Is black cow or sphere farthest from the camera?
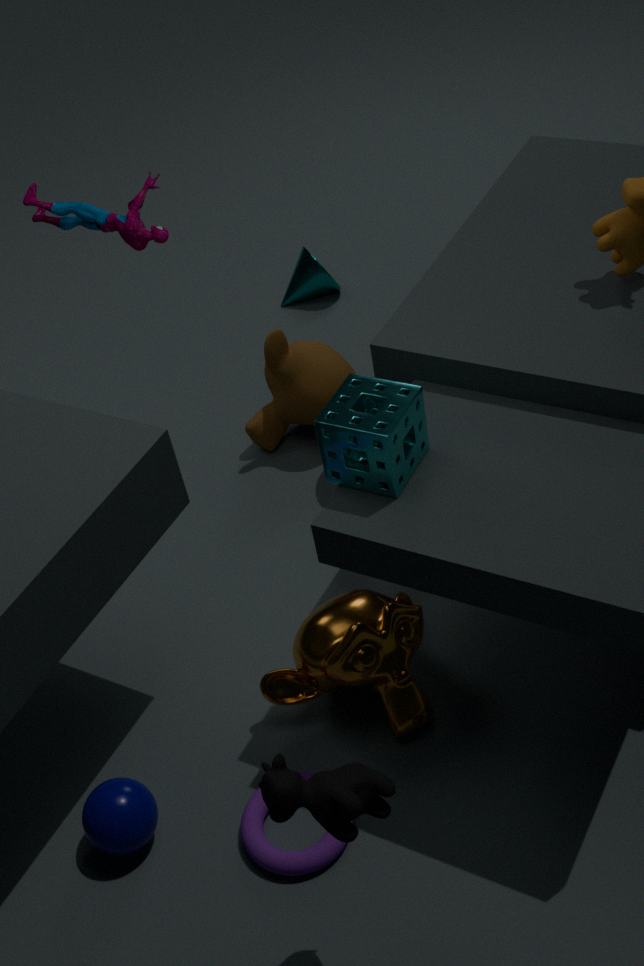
sphere
